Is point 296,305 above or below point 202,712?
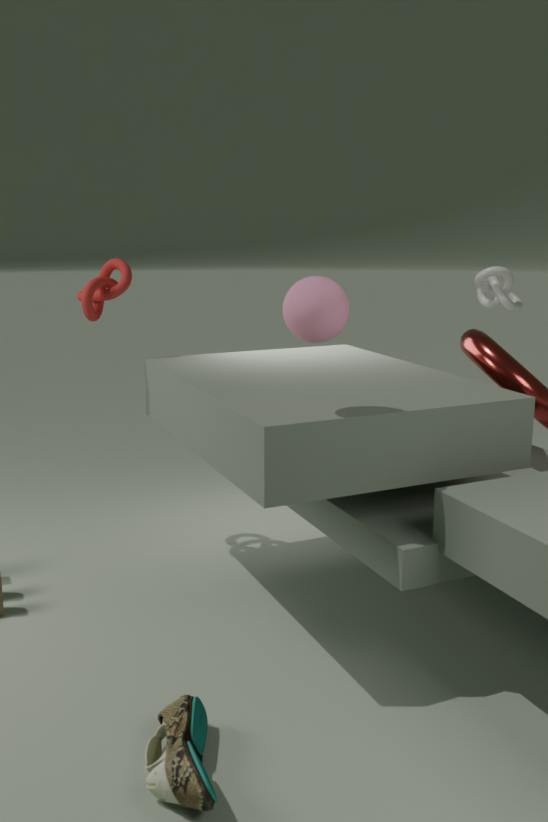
above
